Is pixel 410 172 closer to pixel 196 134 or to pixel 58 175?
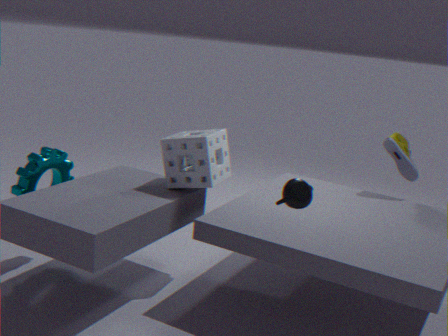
pixel 196 134
